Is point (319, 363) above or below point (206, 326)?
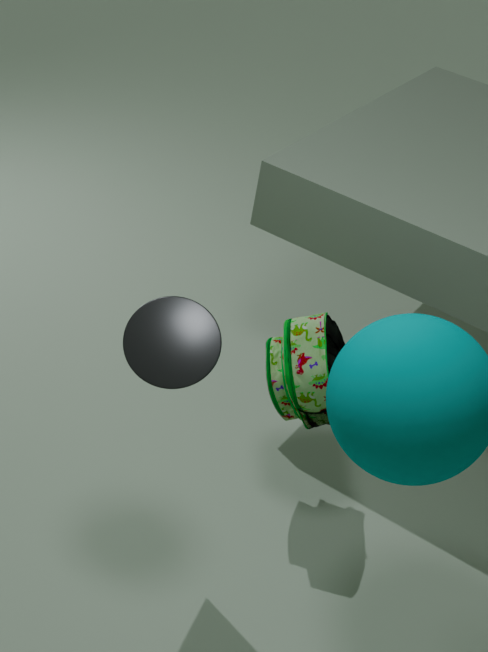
below
